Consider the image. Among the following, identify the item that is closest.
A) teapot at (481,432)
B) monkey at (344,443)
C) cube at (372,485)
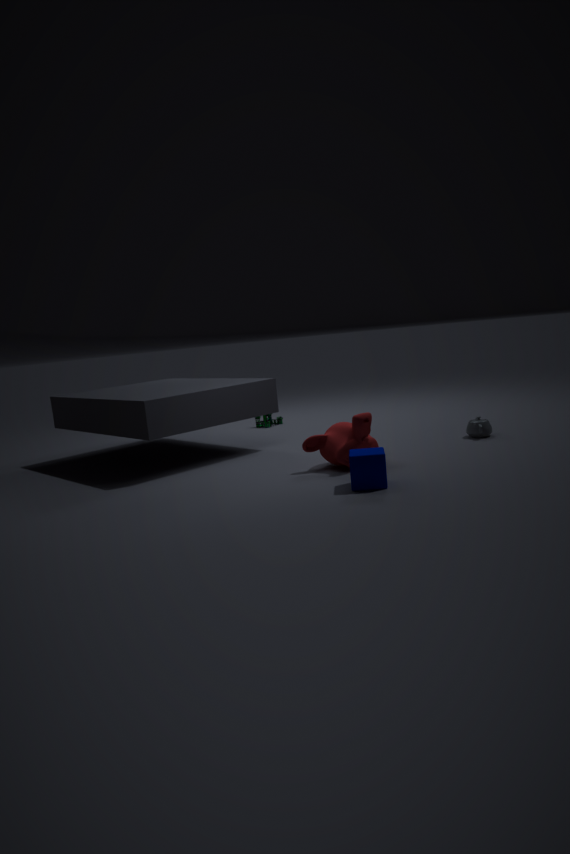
cube at (372,485)
